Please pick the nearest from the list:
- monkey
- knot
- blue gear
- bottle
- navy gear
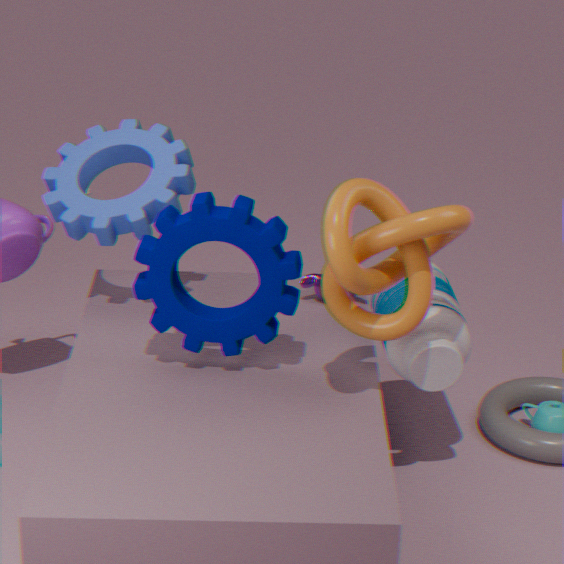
knot
